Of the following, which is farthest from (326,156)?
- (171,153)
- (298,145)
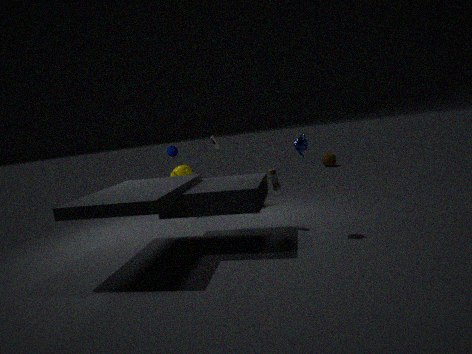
(298,145)
